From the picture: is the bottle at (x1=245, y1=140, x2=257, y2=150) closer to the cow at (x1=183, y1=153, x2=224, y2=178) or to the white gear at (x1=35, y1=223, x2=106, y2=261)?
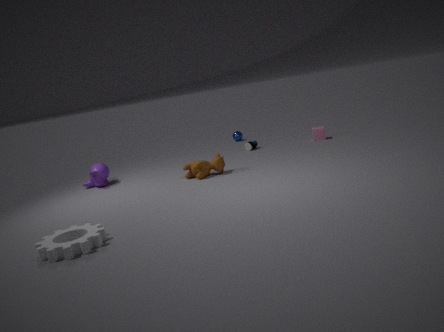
the cow at (x1=183, y1=153, x2=224, y2=178)
